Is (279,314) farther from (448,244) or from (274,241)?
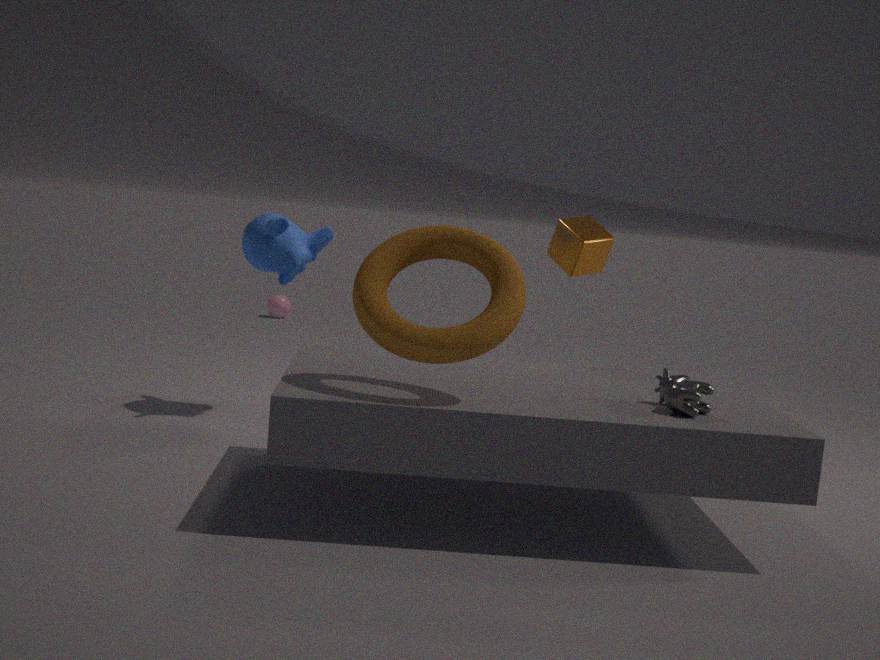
(448,244)
